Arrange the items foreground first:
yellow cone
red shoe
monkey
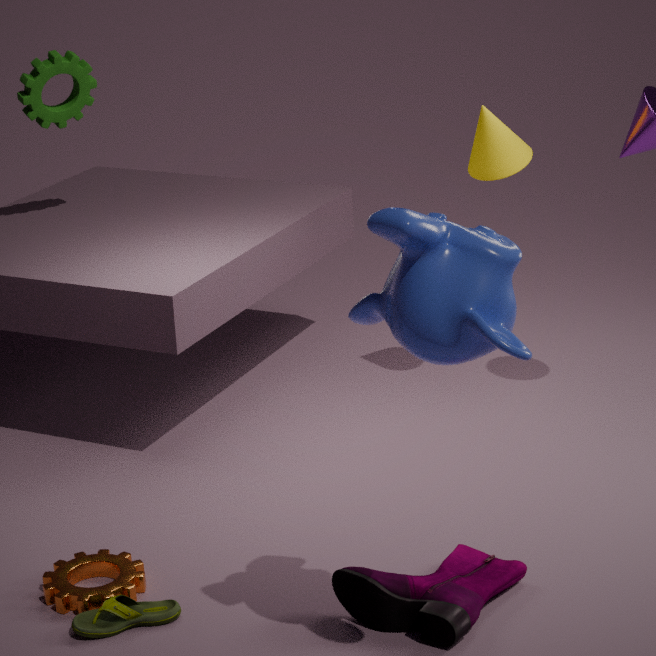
monkey → red shoe → yellow cone
